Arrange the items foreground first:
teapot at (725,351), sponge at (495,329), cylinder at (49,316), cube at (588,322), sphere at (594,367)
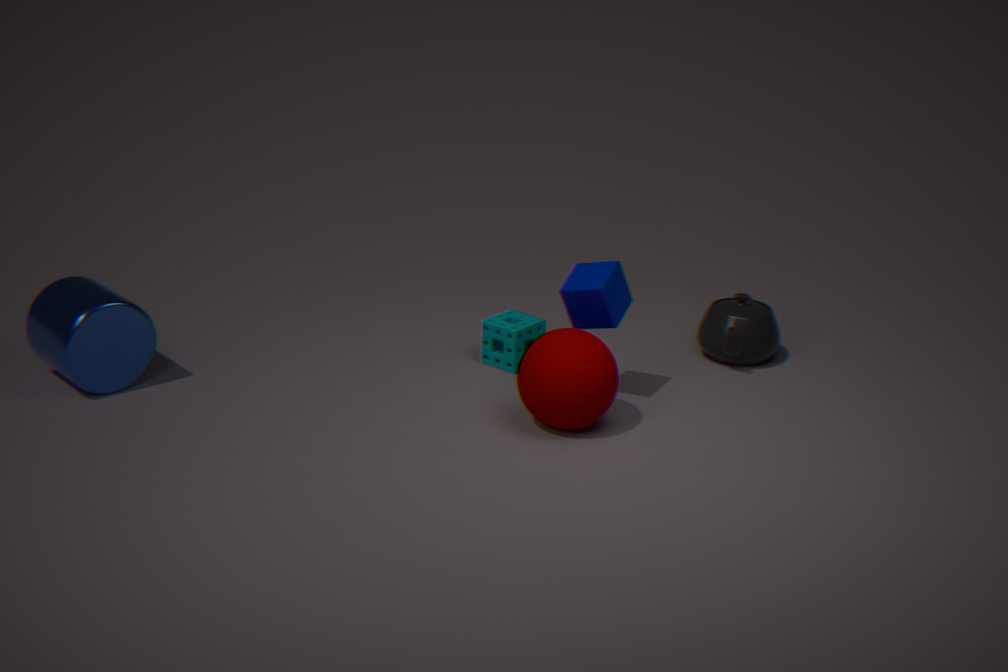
sphere at (594,367)
cube at (588,322)
cylinder at (49,316)
sponge at (495,329)
teapot at (725,351)
